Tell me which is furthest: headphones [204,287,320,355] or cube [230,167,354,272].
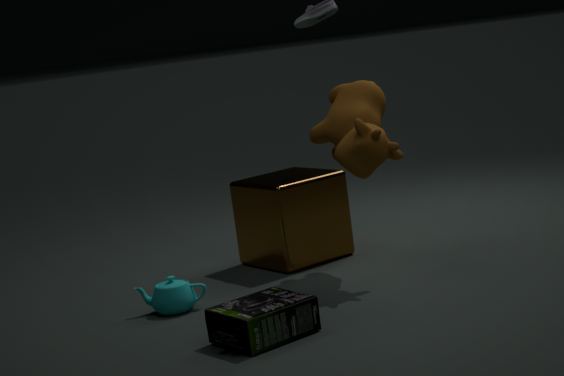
cube [230,167,354,272]
